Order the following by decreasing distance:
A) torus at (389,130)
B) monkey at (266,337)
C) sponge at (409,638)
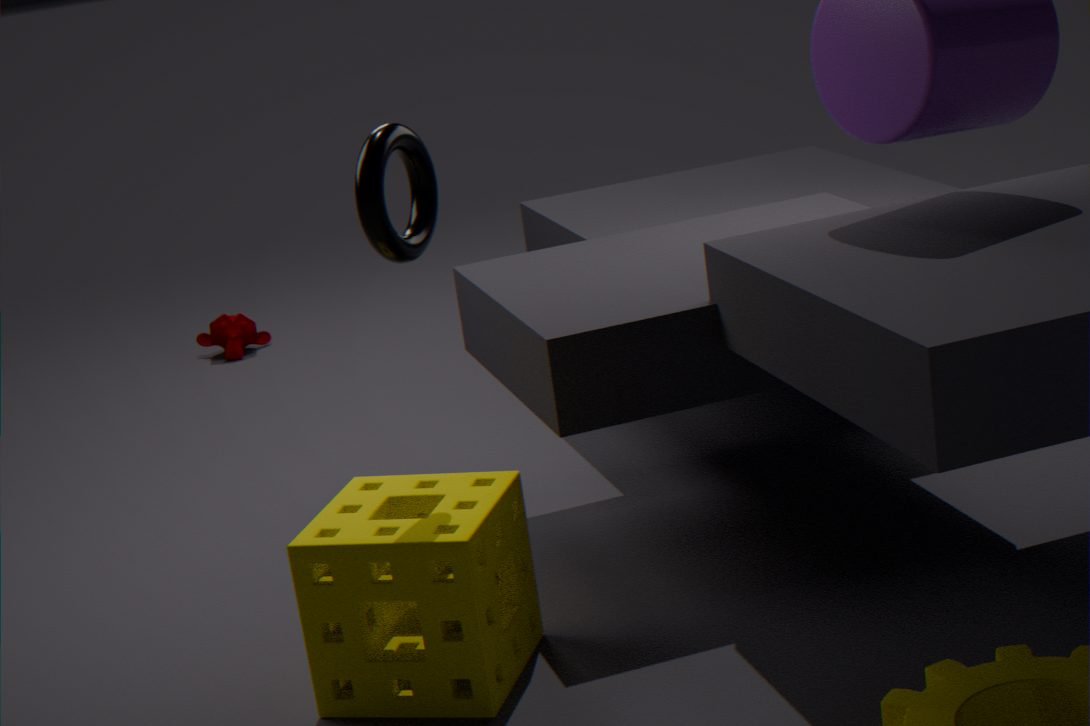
monkey at (266,337)
torus at (389,130)
sponge at (409,638)
